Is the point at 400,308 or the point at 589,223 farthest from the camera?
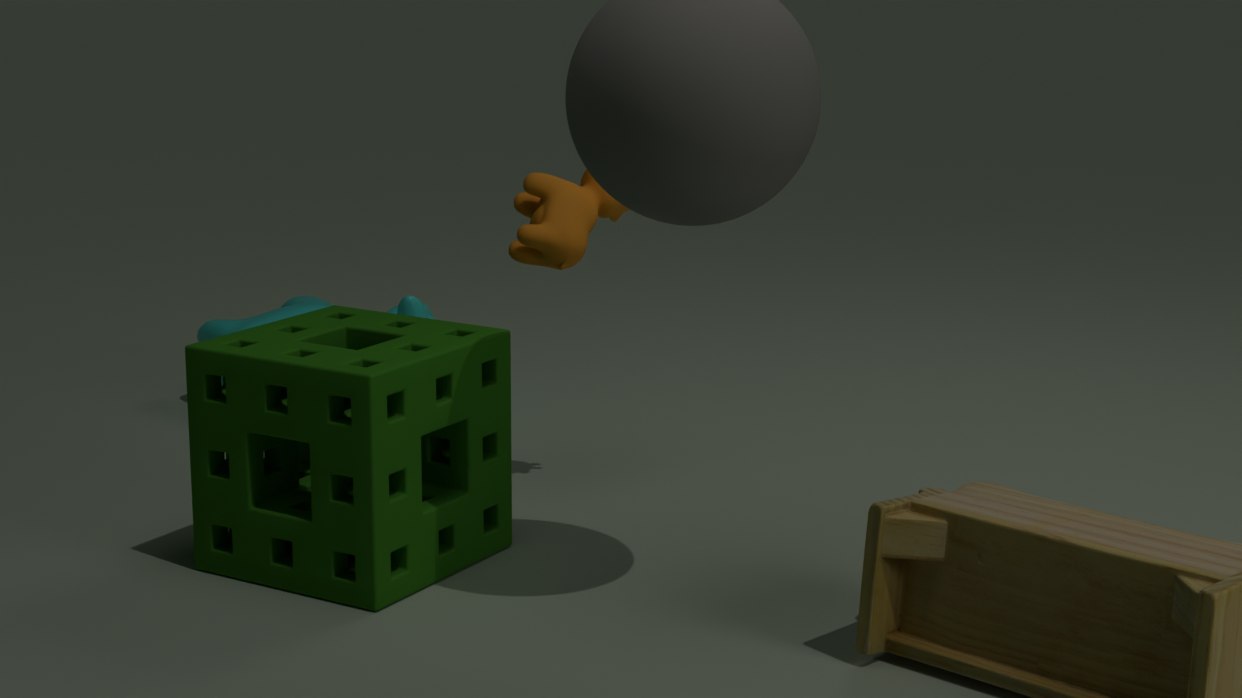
Answer: the point at 400,308
